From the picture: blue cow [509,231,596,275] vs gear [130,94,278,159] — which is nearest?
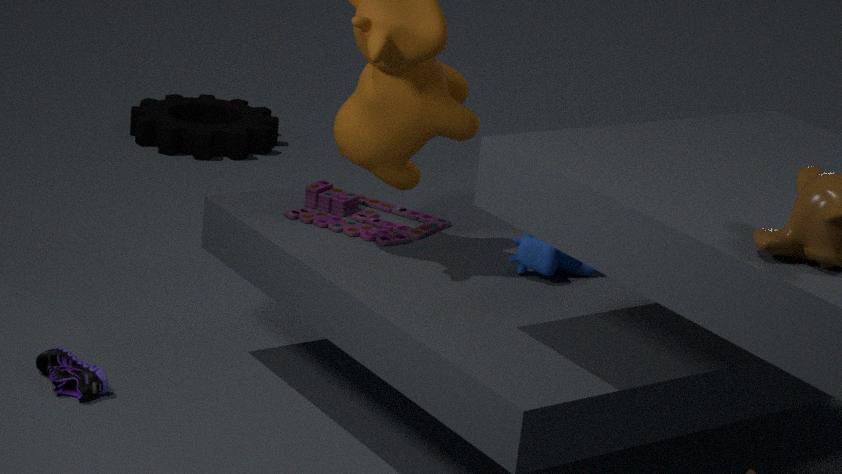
blue cow [509,231,596,275]
